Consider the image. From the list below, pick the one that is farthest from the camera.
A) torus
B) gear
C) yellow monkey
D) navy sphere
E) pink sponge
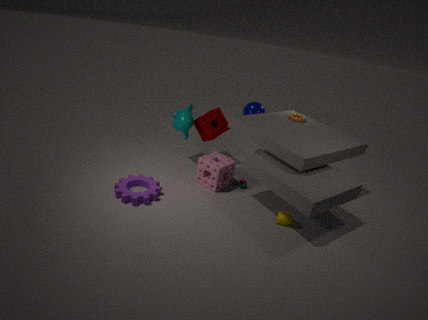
navy sphere
